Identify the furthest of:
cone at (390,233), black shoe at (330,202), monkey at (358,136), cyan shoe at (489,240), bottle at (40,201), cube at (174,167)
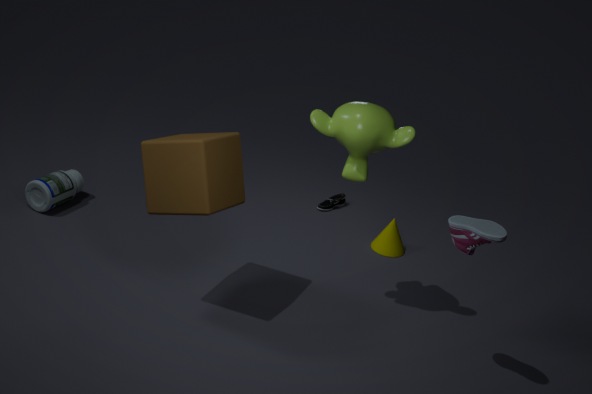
black shoe at (330,202)
